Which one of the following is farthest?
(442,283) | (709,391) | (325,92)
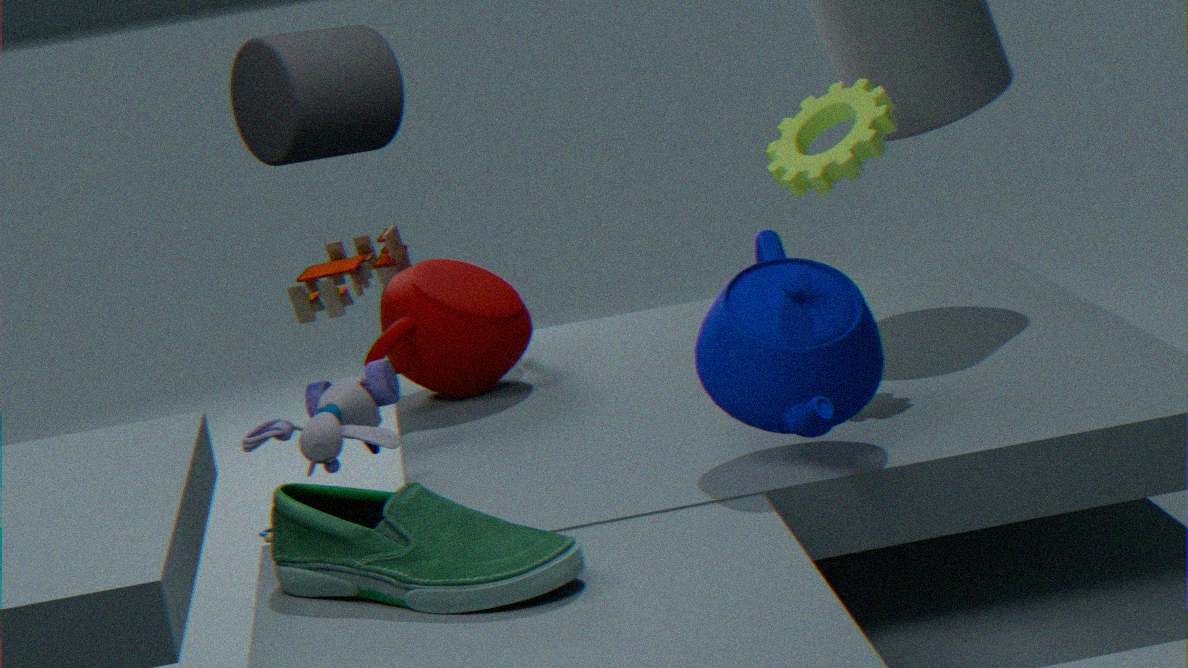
(442,283)
